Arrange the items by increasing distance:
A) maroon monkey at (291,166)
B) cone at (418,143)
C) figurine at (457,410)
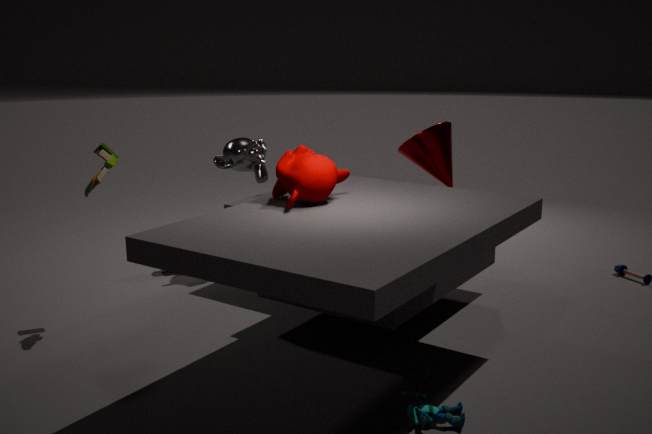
figurine at (457,410), maroon monkey at (291,166), cone at (418,143)
